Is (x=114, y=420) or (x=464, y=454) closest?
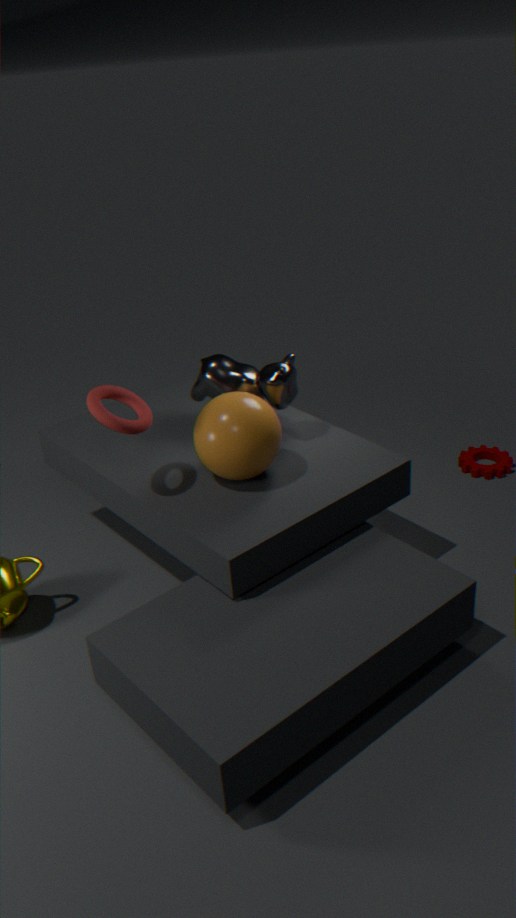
(x=114, y=420)
